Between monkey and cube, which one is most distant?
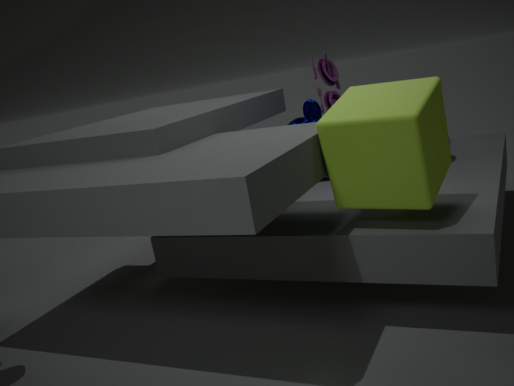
monkey
